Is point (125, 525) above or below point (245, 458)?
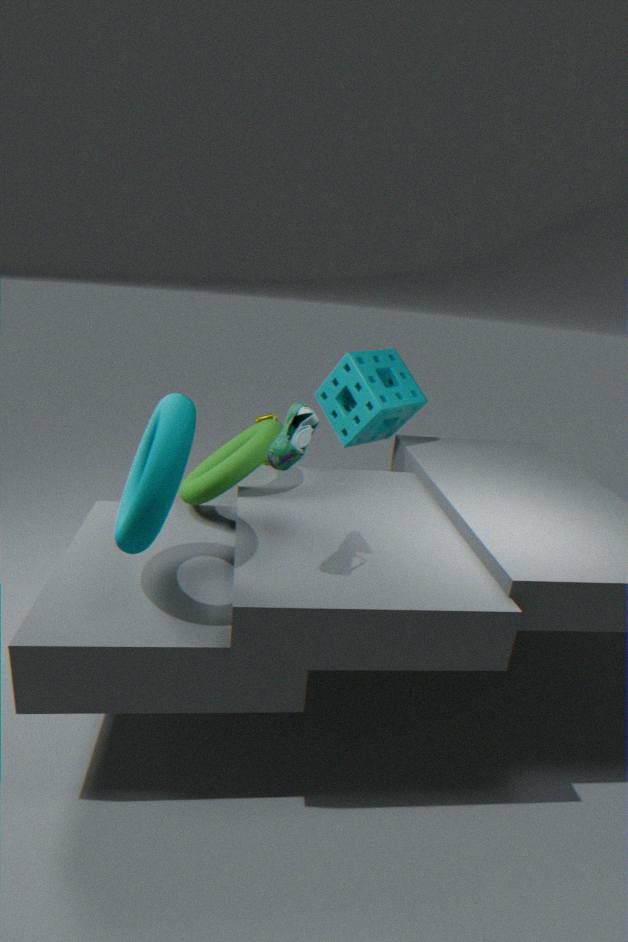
above
